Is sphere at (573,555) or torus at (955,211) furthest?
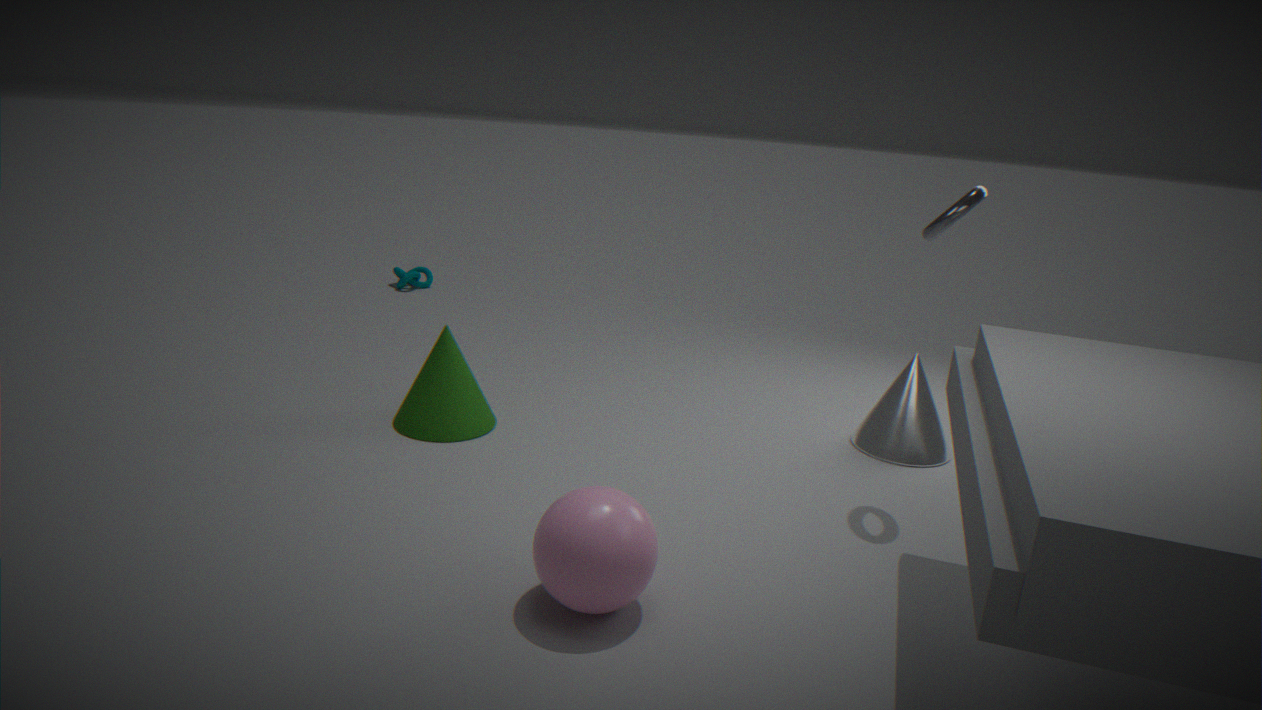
torus at (955,211)
